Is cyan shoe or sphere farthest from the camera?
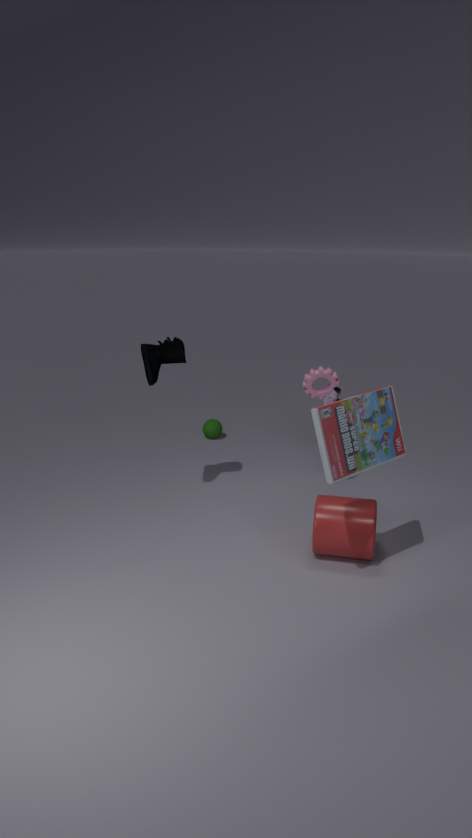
sphere
